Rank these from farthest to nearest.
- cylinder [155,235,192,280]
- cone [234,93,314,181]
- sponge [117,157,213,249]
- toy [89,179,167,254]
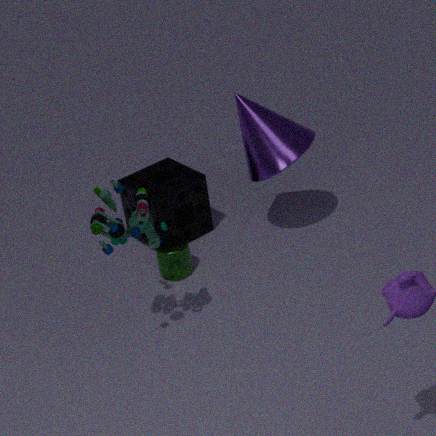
sponge [117,157,213,249] → cylinder [155,235,192,280] → cone [234,93,314,181] → toy [89,179,167,254]
